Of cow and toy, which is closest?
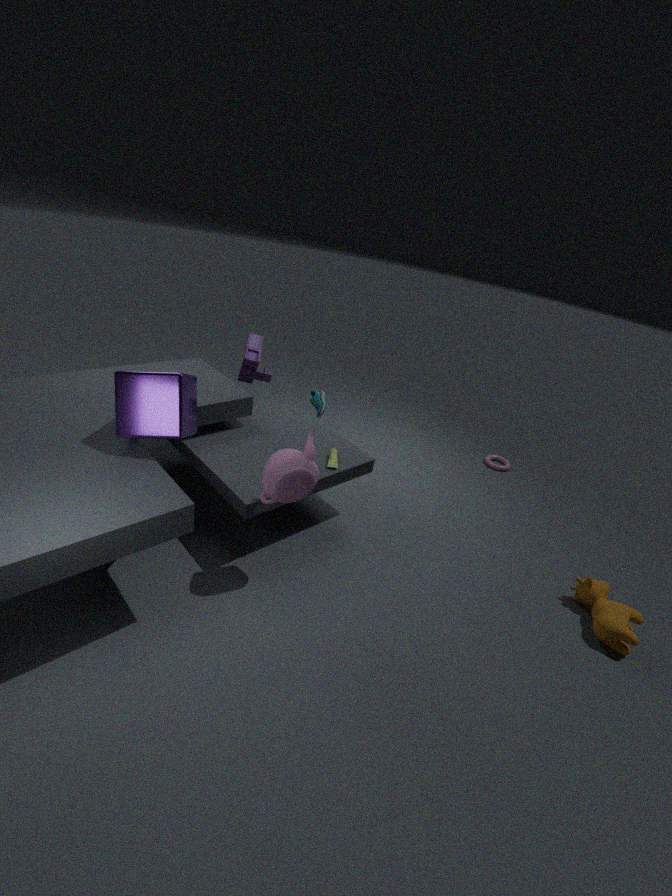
cow
